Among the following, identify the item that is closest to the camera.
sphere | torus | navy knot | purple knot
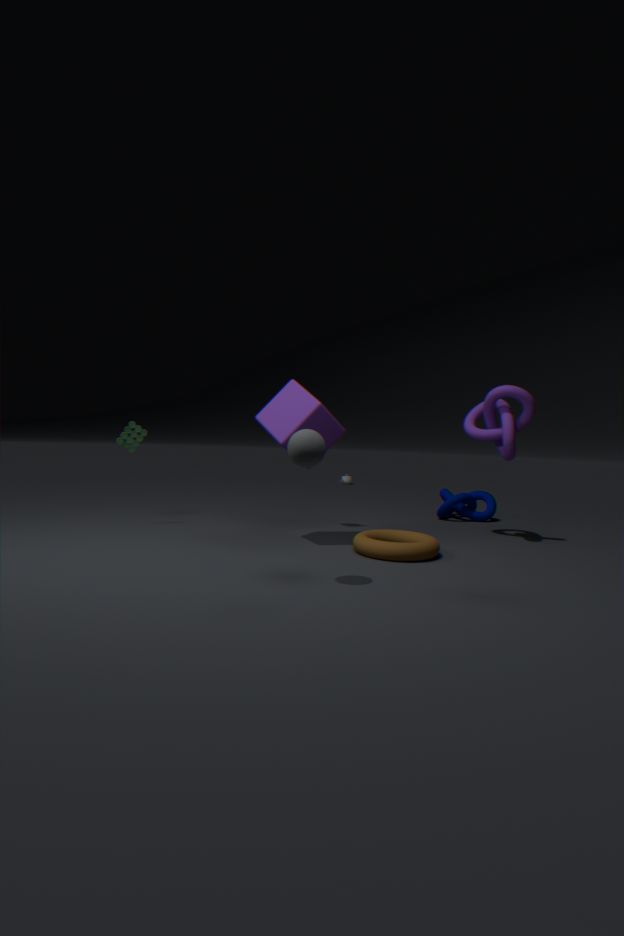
sphere
